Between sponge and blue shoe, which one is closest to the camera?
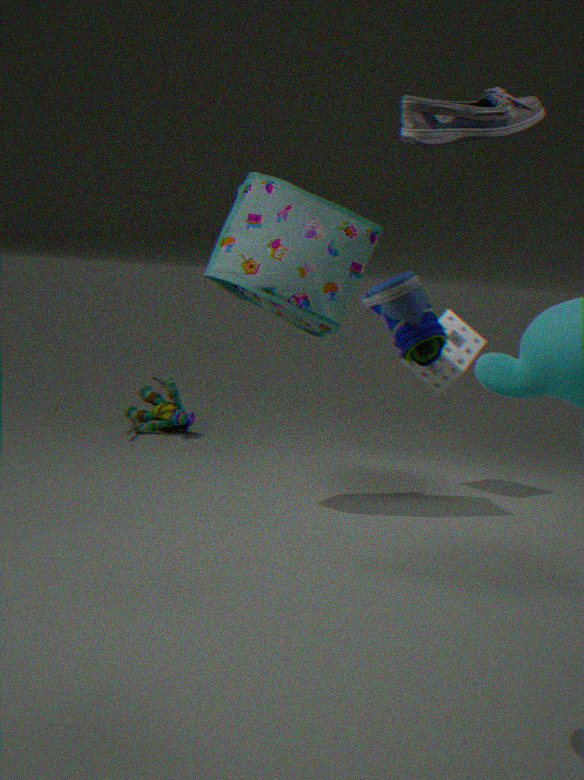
blue shoe
